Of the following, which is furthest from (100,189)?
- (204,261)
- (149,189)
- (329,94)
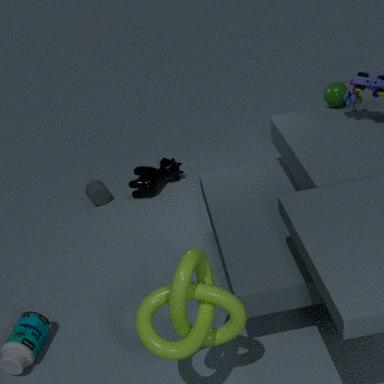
(204,261)
